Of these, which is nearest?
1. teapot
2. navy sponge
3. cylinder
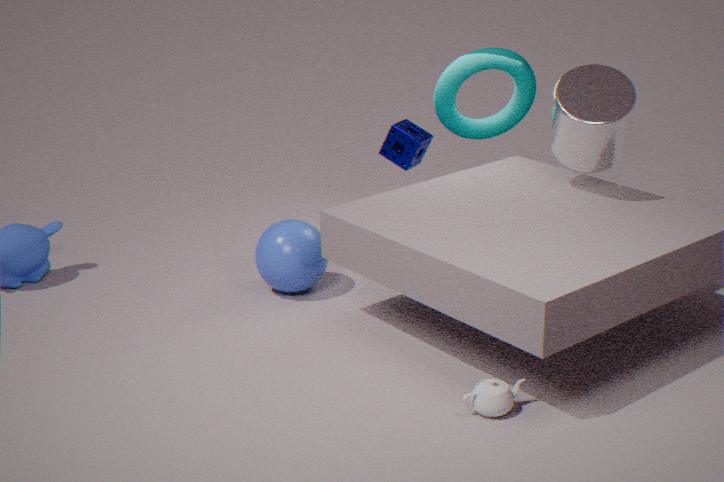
teapot
